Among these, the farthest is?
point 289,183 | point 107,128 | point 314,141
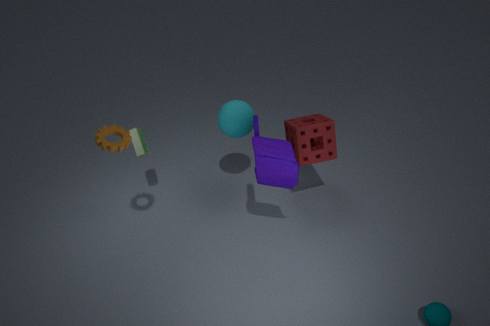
point 314,141
